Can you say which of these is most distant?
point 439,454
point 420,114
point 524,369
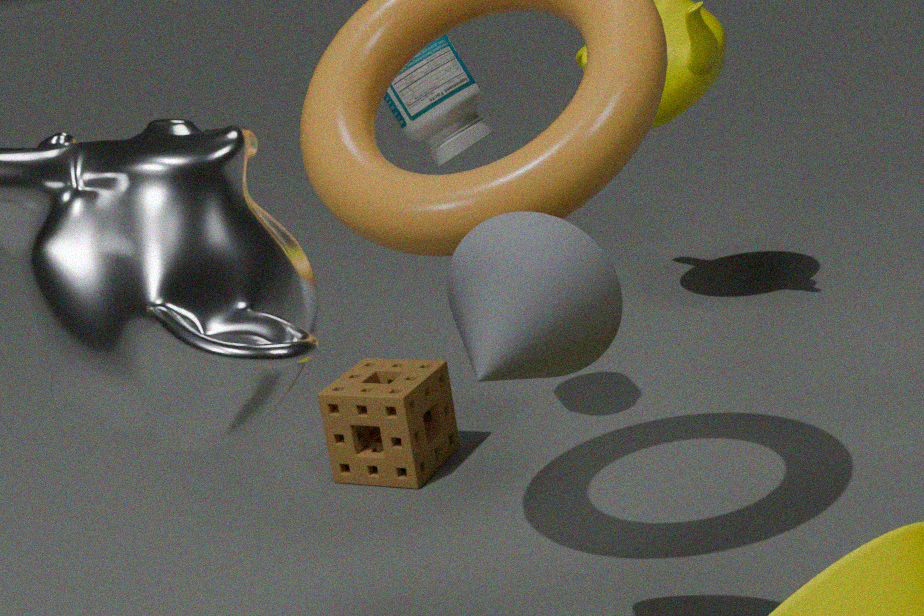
point 439,454
